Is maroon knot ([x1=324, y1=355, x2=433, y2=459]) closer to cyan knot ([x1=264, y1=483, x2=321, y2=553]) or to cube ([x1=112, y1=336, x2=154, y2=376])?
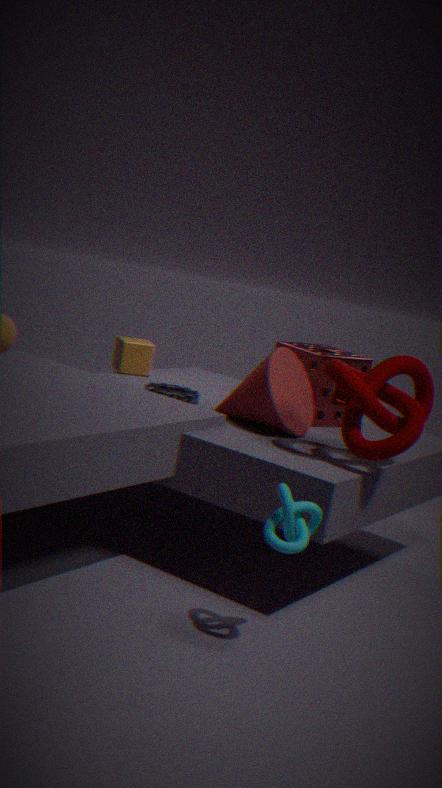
cyan knot ([x1=264, y1=483, x2=321, y2=553])
